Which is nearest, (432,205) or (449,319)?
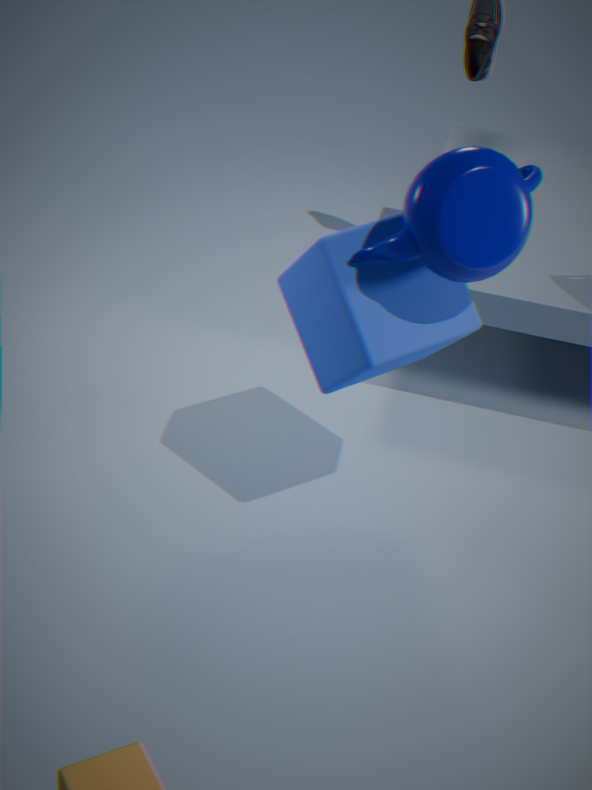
(432,205)
